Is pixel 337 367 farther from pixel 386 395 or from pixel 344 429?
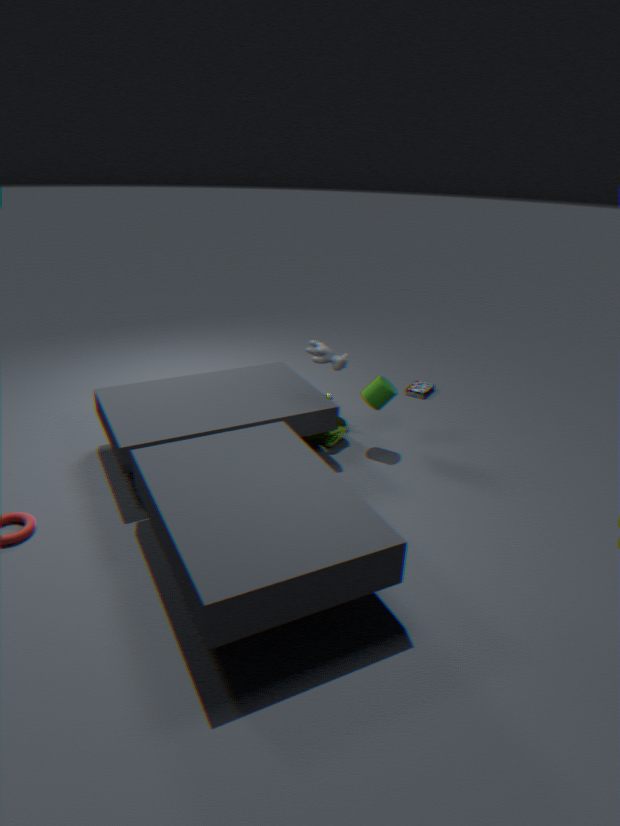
pixel 344 429
